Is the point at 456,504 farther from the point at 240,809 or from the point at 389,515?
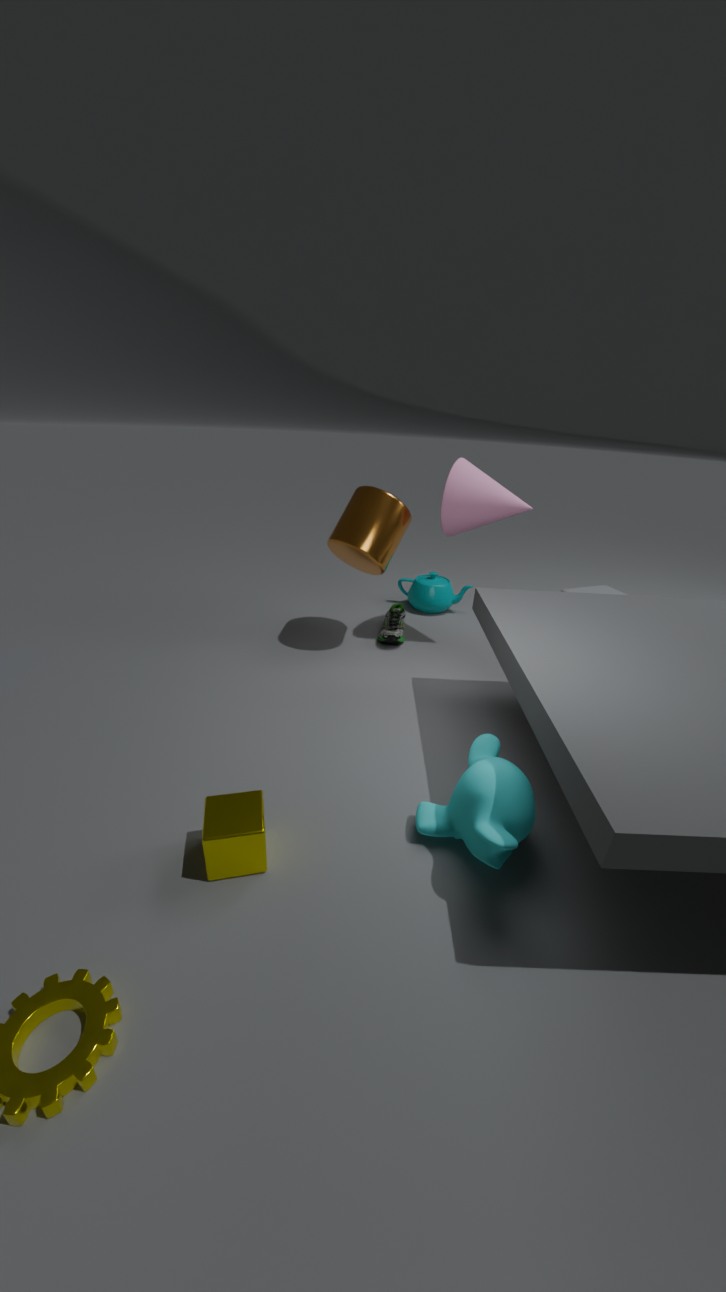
the point at 240,809
